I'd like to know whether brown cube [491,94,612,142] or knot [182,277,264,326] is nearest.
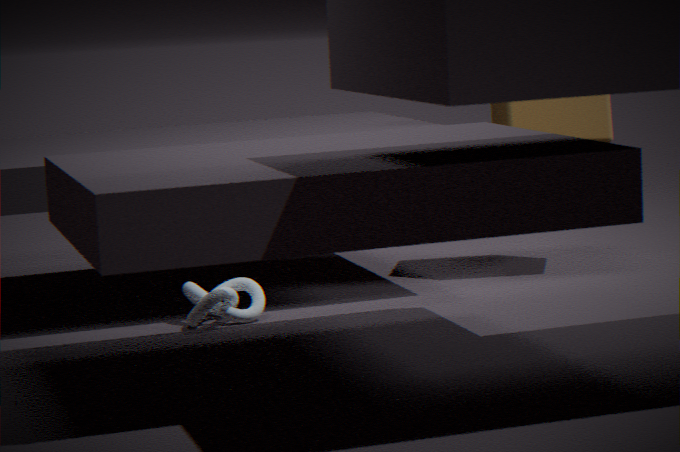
knot [182,277,264,326]
